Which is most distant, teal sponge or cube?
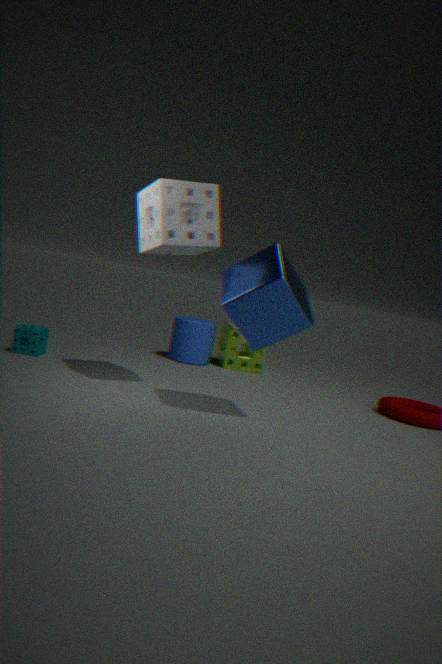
teal sponge
